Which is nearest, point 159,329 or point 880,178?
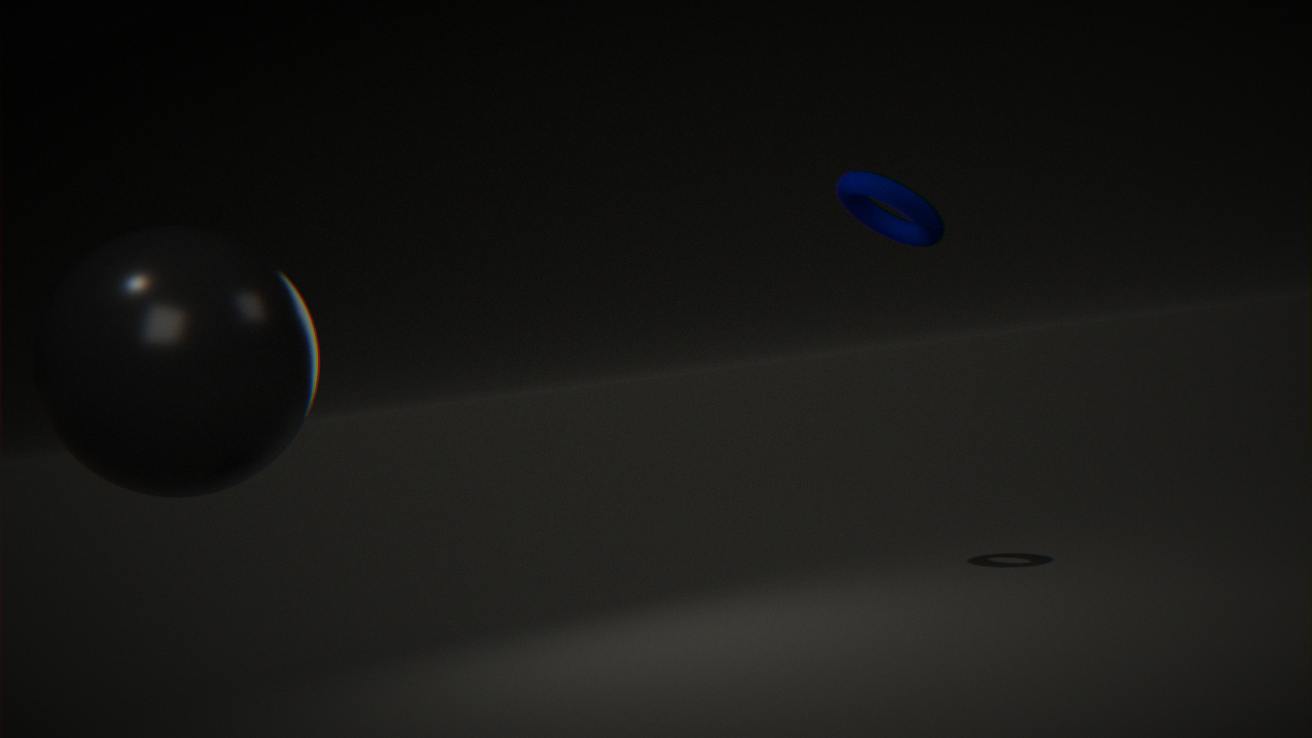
point 159,329
